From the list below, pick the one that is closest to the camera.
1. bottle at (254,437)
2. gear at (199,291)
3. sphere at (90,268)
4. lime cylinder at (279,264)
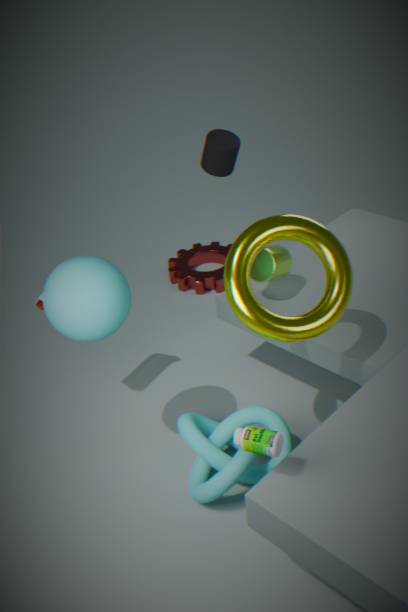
bottle at (254,437)
